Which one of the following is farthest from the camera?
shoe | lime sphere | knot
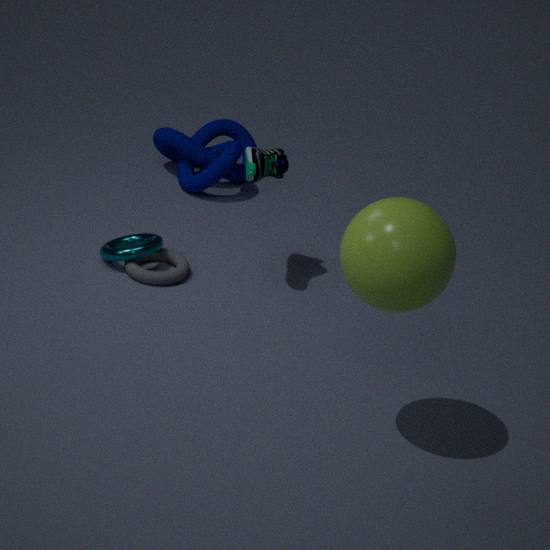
knot
